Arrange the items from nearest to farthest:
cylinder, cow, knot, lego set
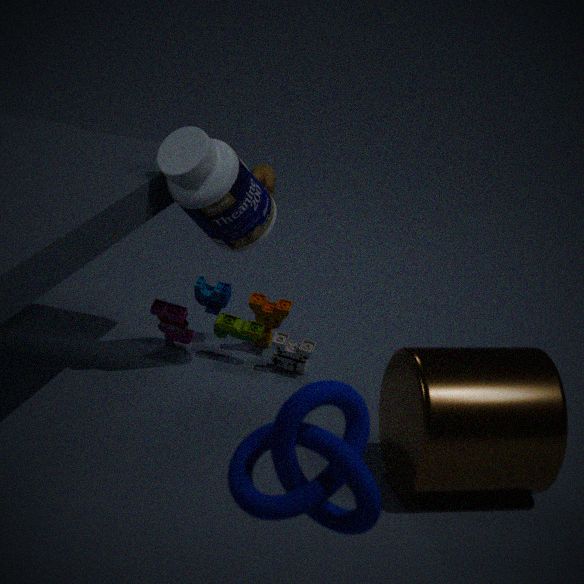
knot < cylinder < lego set < cow
